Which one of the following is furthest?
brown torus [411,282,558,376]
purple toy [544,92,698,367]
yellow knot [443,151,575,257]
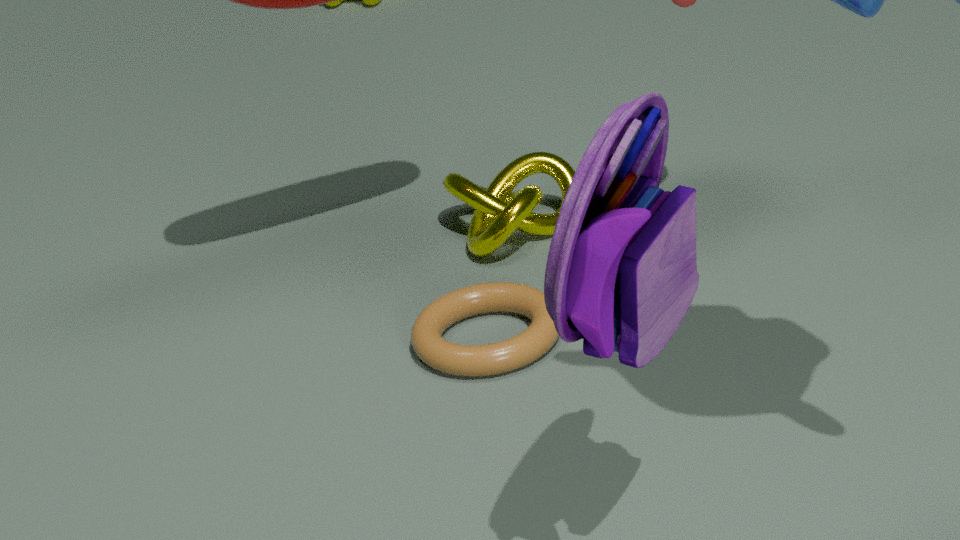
yellow knot [443,151,575,257]
